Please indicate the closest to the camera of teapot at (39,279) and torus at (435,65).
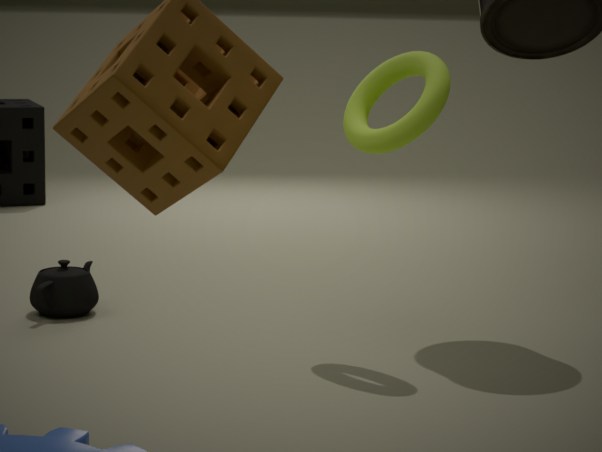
torus at (435,65)
